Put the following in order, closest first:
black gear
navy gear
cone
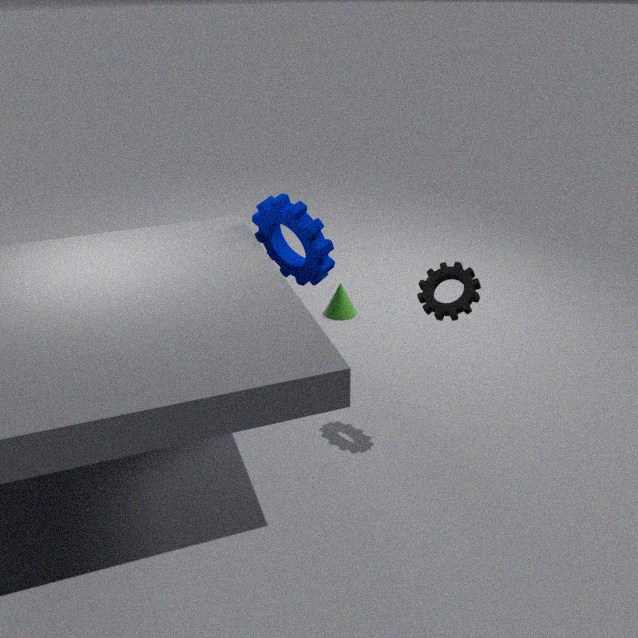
1. black gear
2. navy gear
3. cone
